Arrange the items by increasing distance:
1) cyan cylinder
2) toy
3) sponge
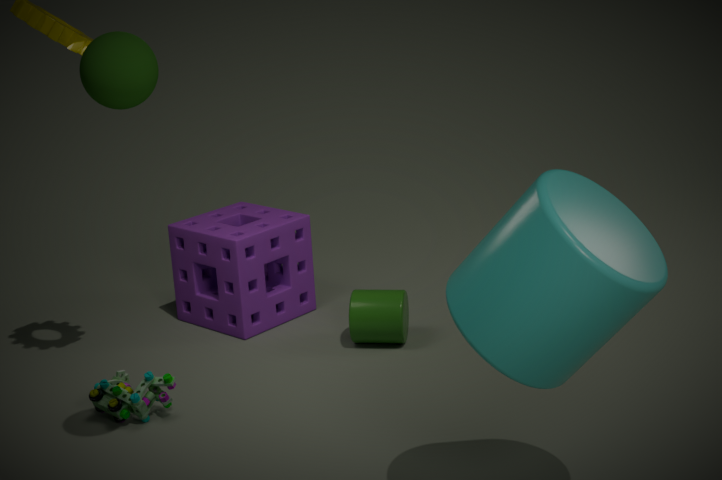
1. cyan cylinder < 2. toy < 3. sponge
